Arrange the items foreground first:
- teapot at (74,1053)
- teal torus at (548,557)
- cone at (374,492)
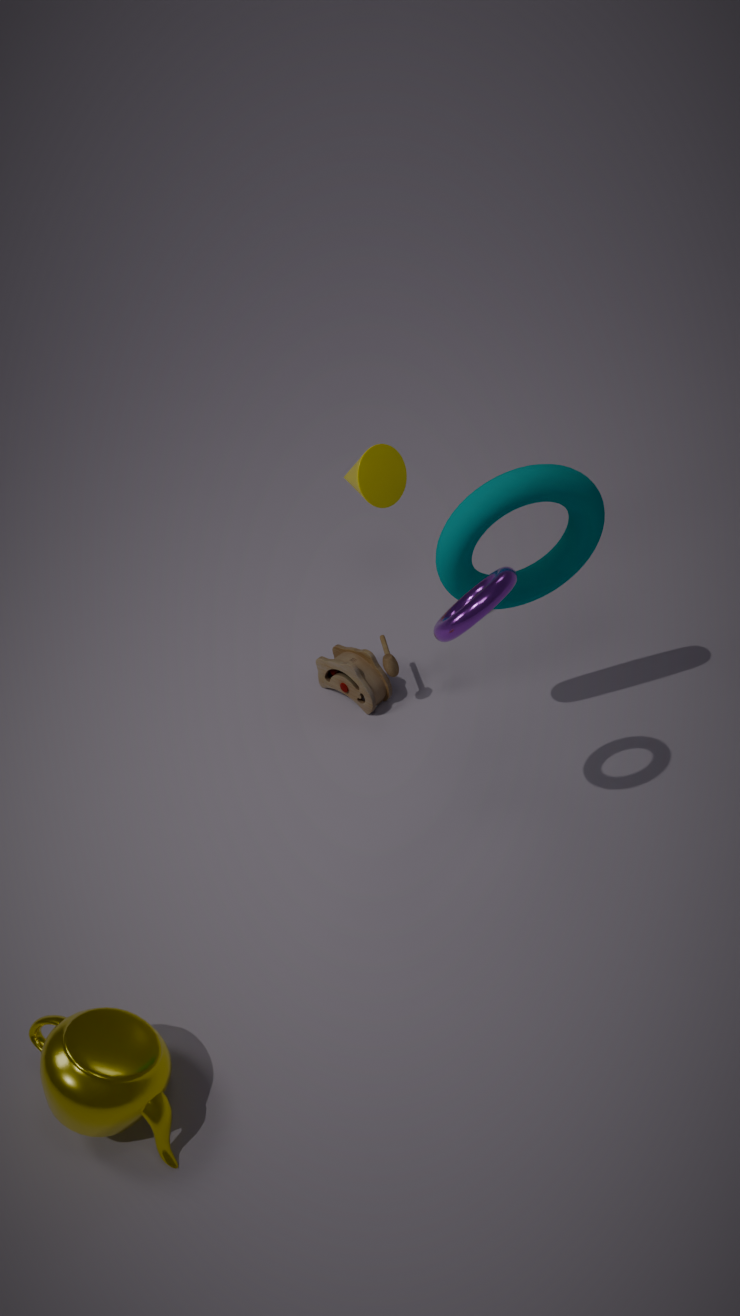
teapot at (74,1053) → teal torus at (548,557) → cone at (374,492)
